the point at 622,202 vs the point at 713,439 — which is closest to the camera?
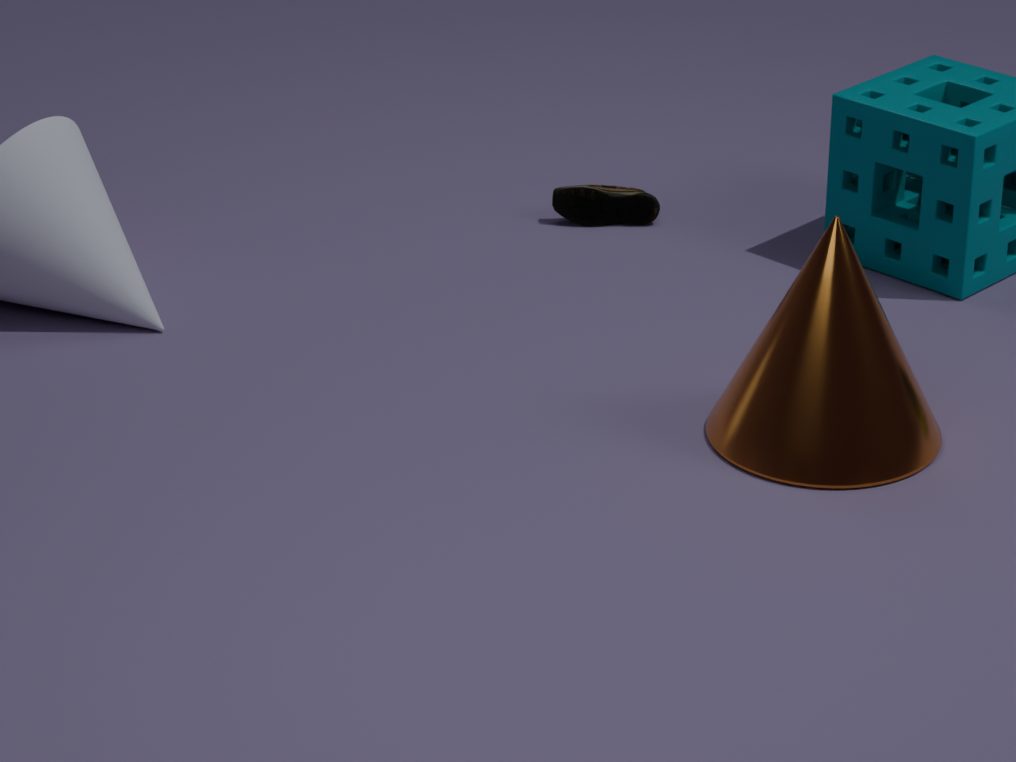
the point at 713,439
